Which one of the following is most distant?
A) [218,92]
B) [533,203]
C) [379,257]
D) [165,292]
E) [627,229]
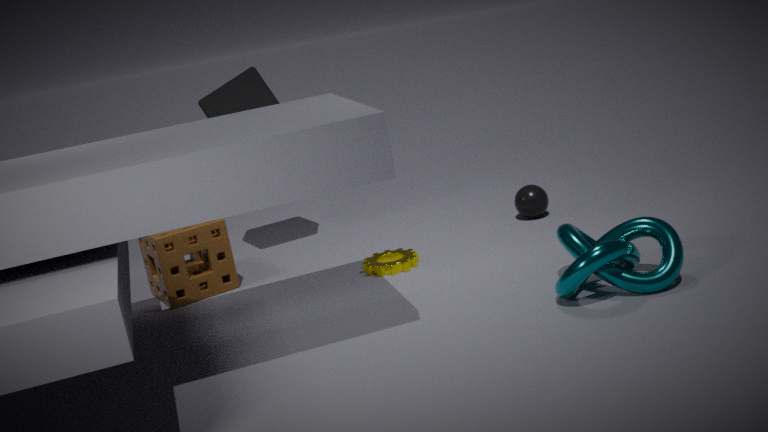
[218,92]
